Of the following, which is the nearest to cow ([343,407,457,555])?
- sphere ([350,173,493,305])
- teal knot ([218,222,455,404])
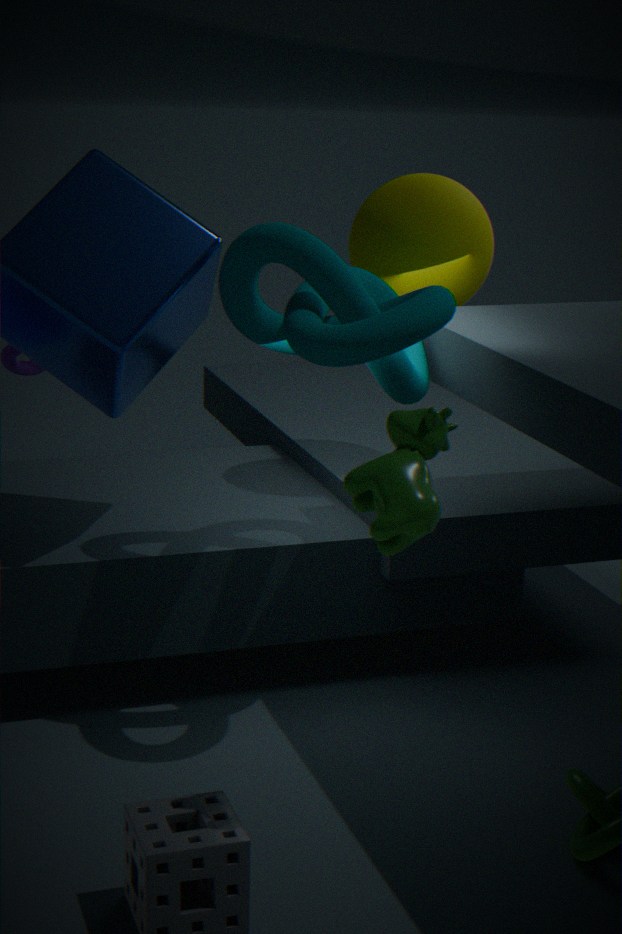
teal knot ([218,222,455,404])
